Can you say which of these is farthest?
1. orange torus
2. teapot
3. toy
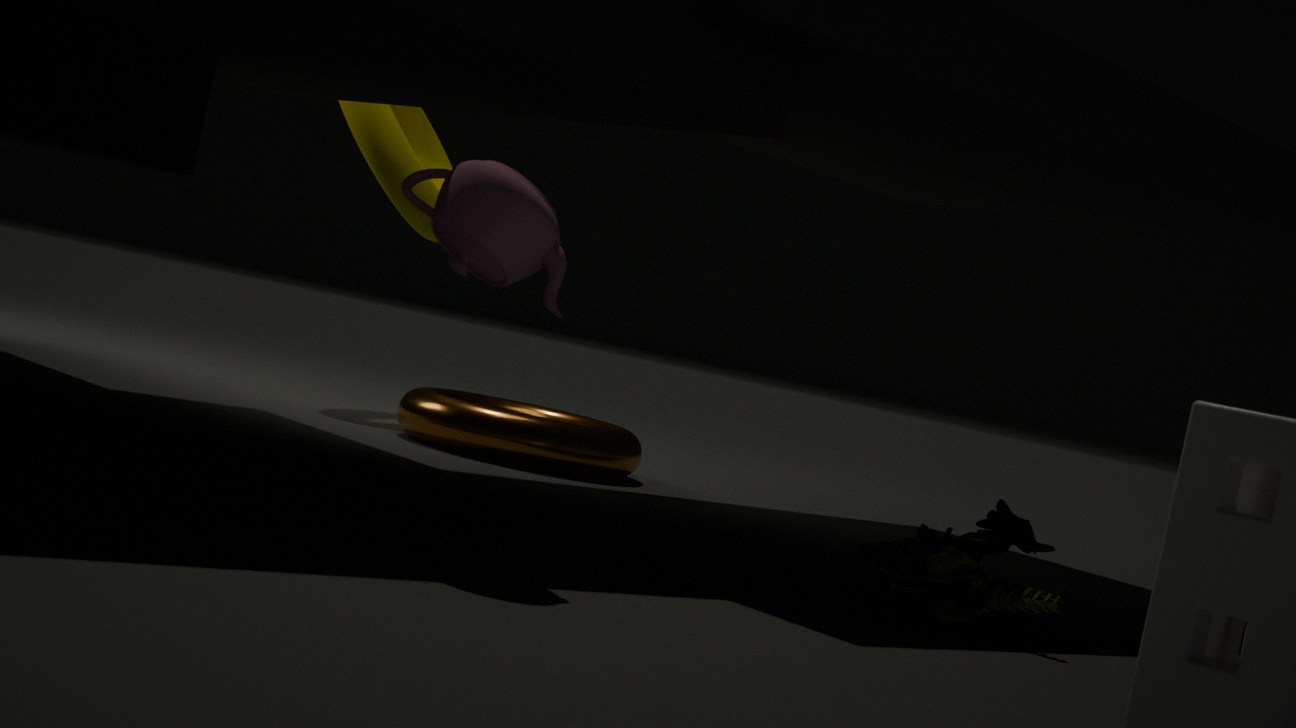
orange torus
